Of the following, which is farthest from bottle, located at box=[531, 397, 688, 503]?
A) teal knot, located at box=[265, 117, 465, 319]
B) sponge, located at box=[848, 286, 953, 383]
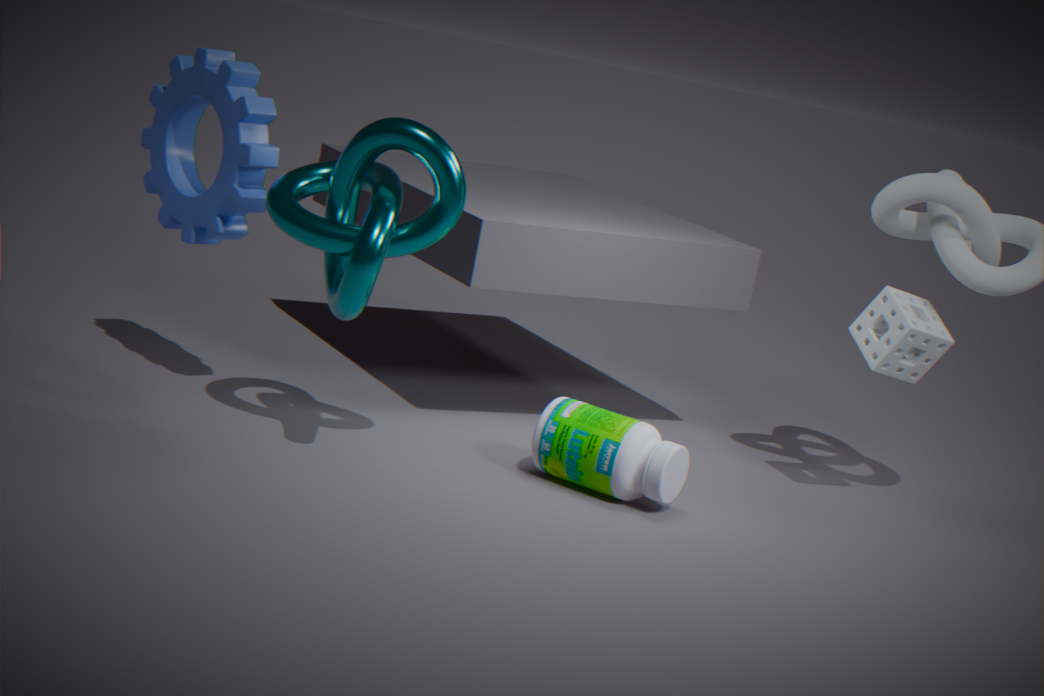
sponge, located at box=[848, 286, 953, 383]
